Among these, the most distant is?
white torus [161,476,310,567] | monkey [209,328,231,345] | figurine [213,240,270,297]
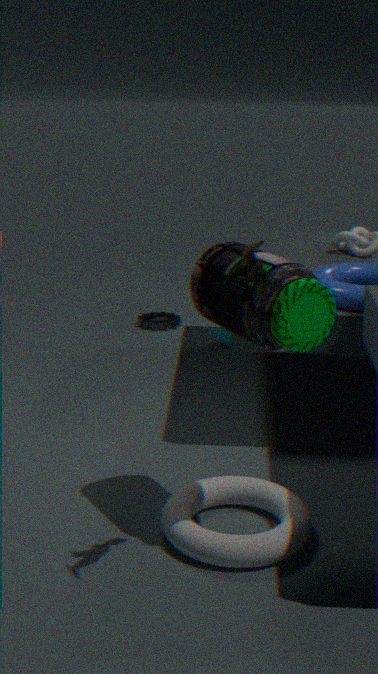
monkey [209,328,231,345]
